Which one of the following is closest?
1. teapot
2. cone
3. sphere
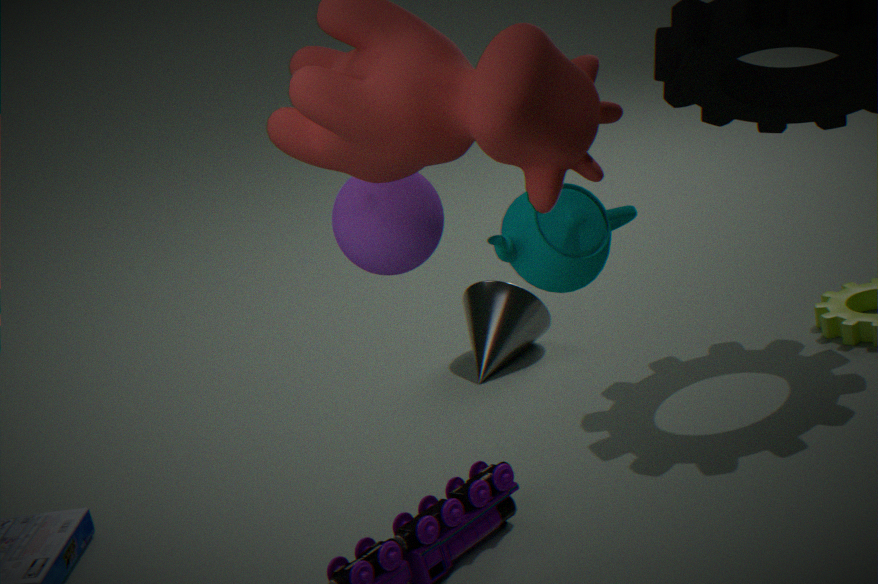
teapot
